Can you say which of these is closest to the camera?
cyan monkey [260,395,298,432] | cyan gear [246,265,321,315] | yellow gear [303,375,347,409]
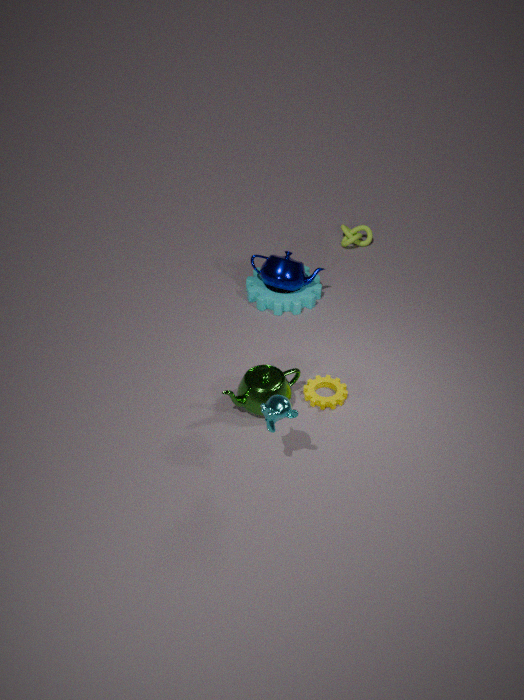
cyan monkey [260,395,298,432]
